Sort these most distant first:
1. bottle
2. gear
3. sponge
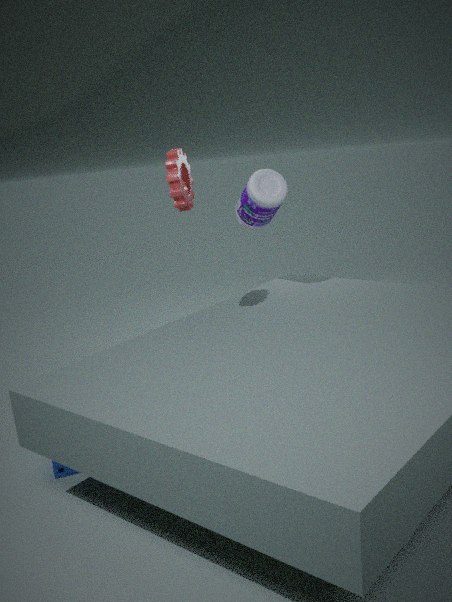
bottle
gear
sponge
